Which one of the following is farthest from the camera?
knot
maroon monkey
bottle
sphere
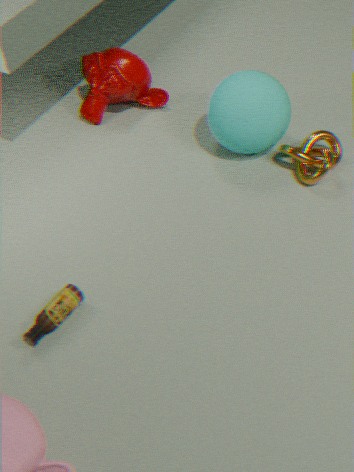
maroon monkey
